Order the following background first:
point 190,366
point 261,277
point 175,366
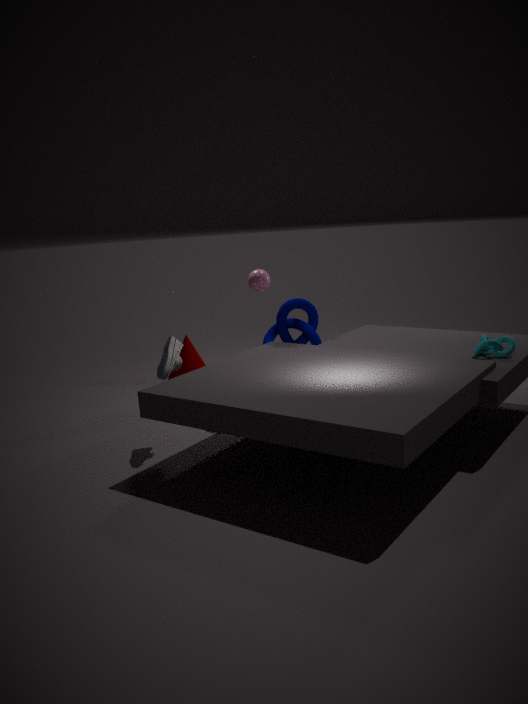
point 190,366 < point 261,277 < point 175,366
